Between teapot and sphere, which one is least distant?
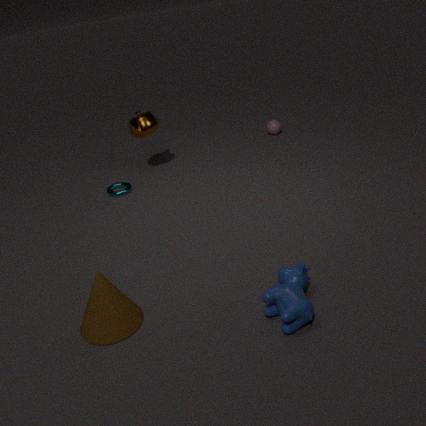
teapot
